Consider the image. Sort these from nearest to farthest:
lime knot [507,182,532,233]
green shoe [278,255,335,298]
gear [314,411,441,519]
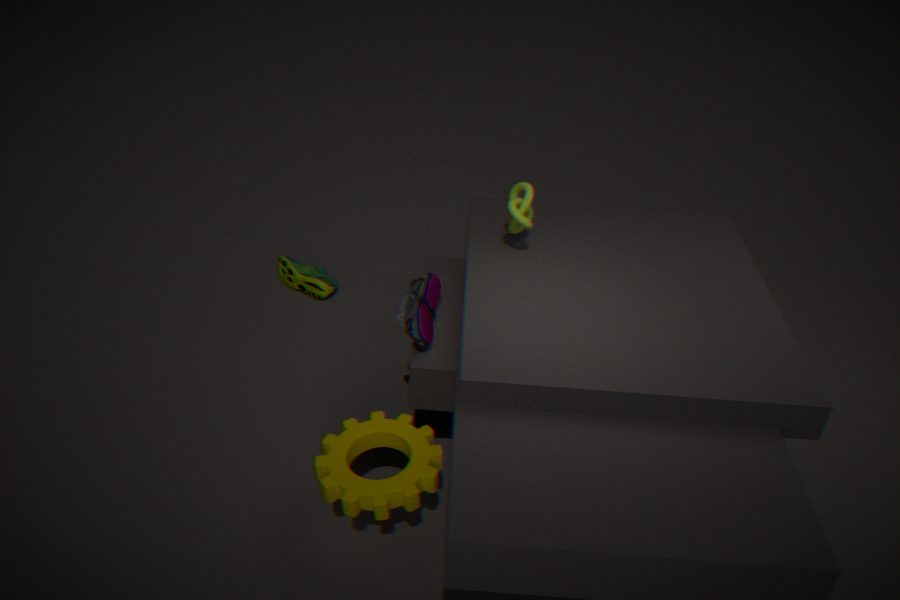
gear [314,411,441,519], lime knot [507,182,532,233], green shoe [278,255,335,298]
